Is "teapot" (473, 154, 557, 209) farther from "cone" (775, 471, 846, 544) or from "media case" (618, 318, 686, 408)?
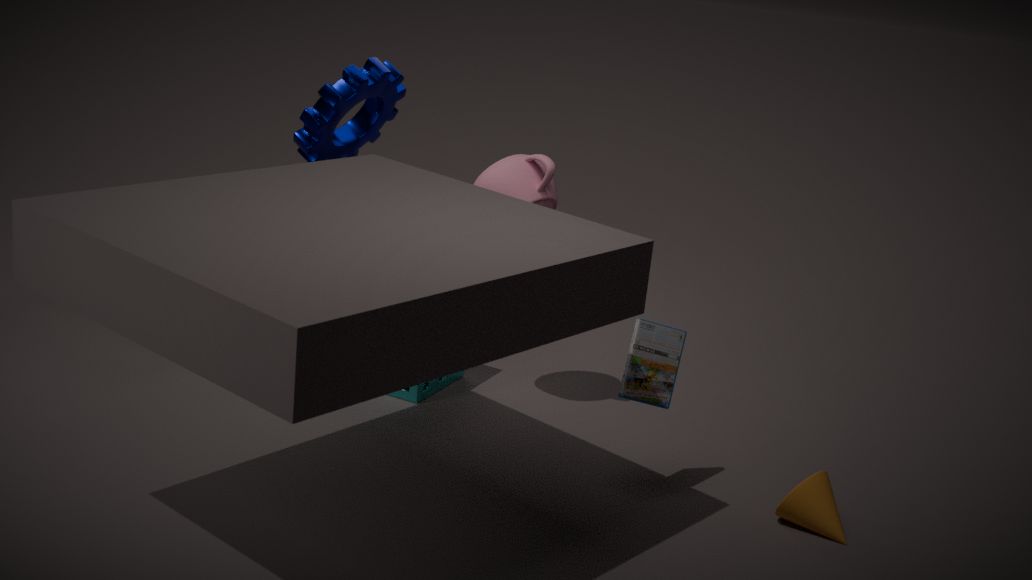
"cone" (775, 471, 846, 544)
